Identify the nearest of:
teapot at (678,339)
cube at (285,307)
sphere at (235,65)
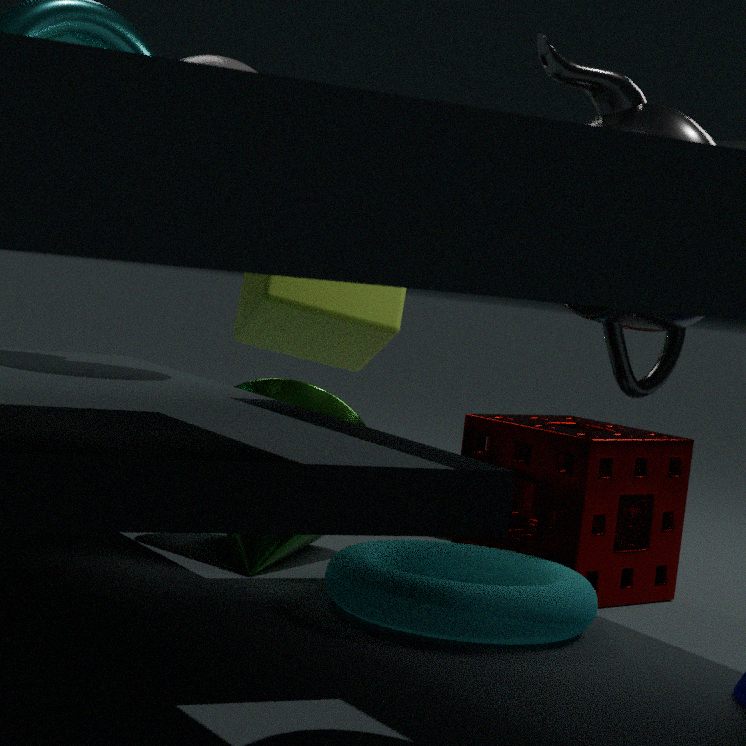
teapot at (678,339)
